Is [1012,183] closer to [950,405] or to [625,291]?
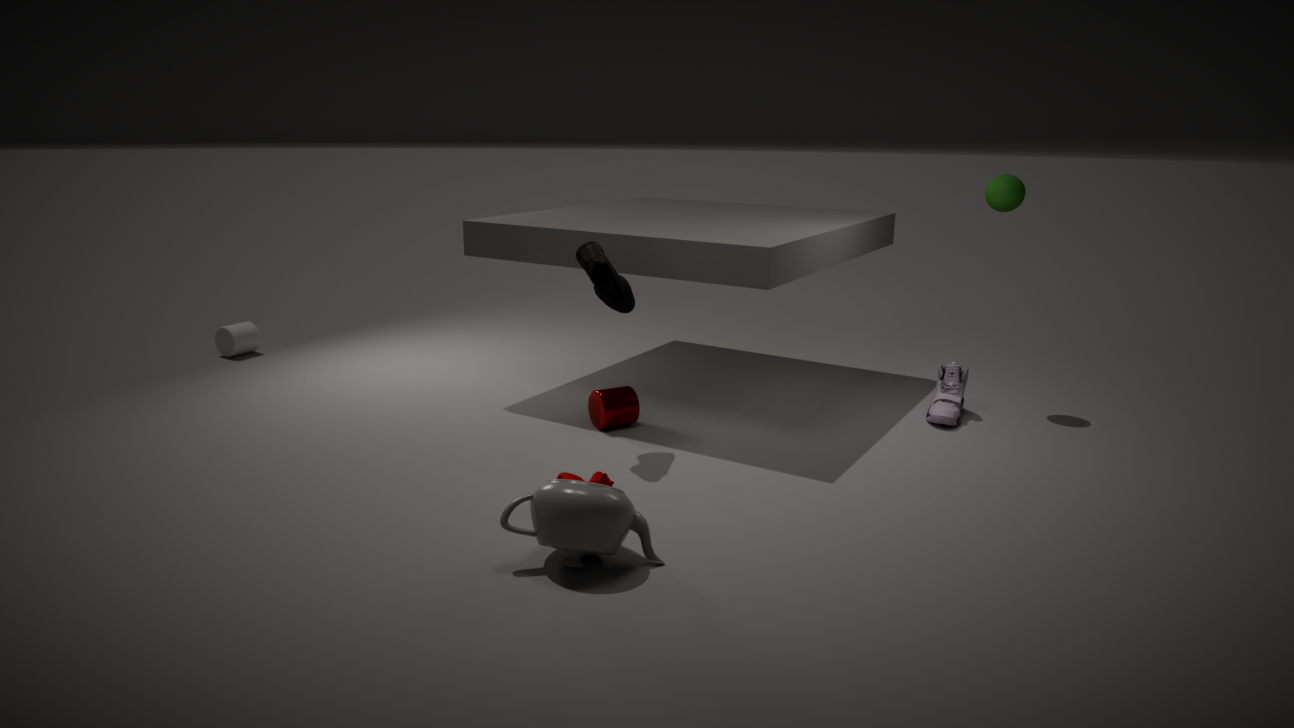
[950,405]
